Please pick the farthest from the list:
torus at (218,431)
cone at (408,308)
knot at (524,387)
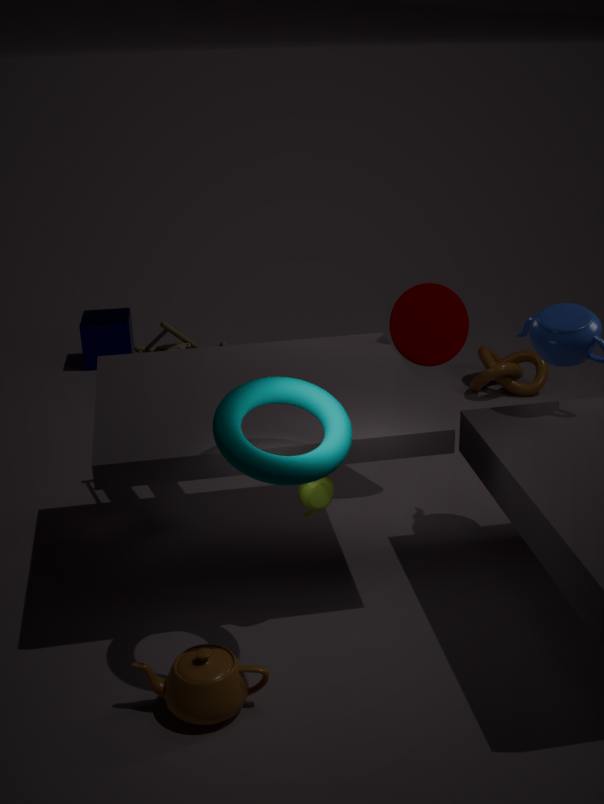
knot at (524,387)
